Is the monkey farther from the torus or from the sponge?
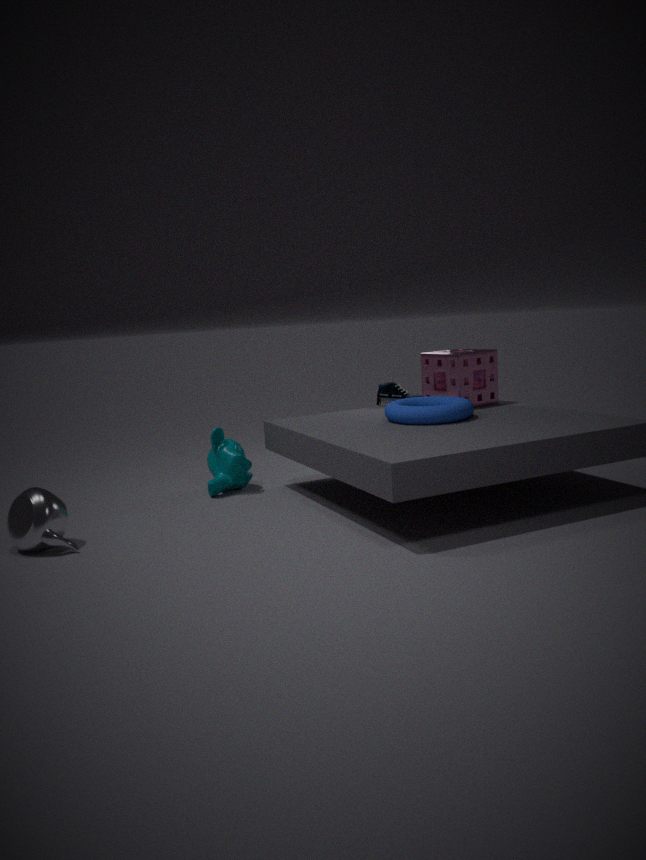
the sponge
